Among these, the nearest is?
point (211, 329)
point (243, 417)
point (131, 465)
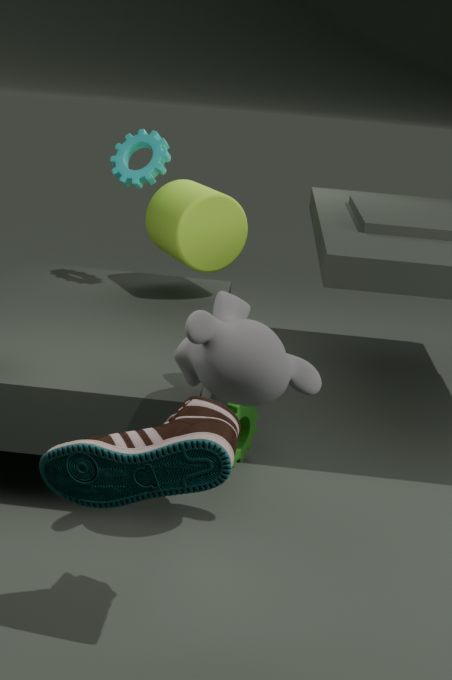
point (131, 465)
